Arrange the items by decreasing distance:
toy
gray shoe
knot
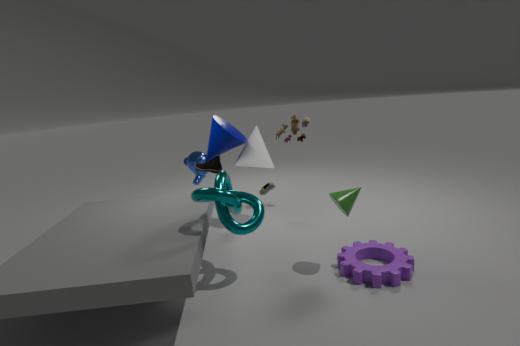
1. toy
2. gray shoe
3. knot
